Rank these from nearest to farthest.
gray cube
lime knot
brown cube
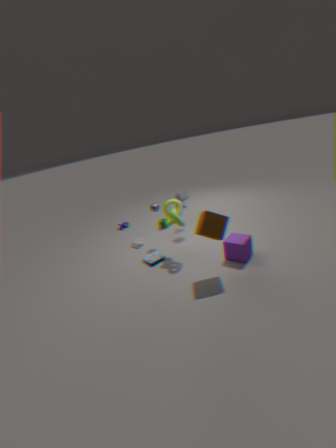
brown cube → lime knot → gray cube
